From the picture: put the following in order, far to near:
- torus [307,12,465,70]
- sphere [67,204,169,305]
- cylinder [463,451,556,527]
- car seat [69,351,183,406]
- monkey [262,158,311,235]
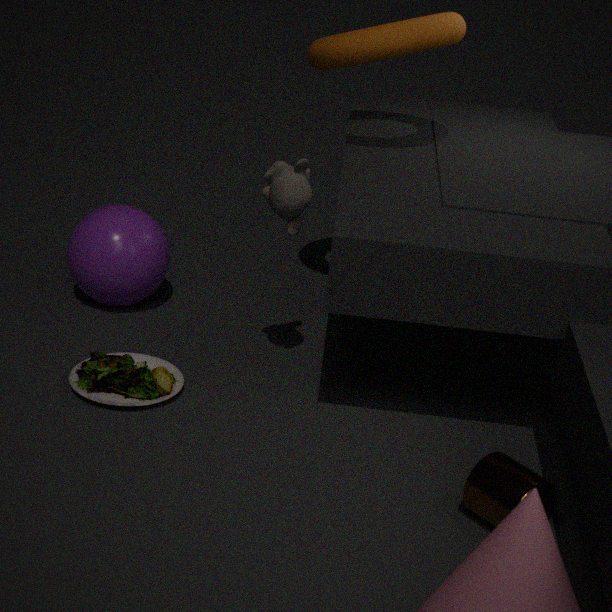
sphere [67,204,169,305] → torus [307,12,465,70] → car seat [69,351,183,406] → monkey [262,158,311,235] → cylinder [463,451,556,527]
